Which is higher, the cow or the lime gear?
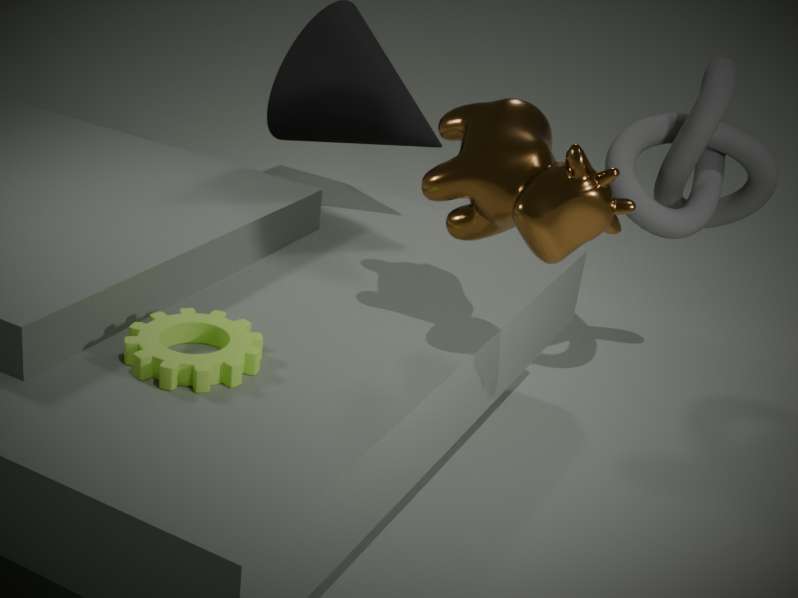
the cow
